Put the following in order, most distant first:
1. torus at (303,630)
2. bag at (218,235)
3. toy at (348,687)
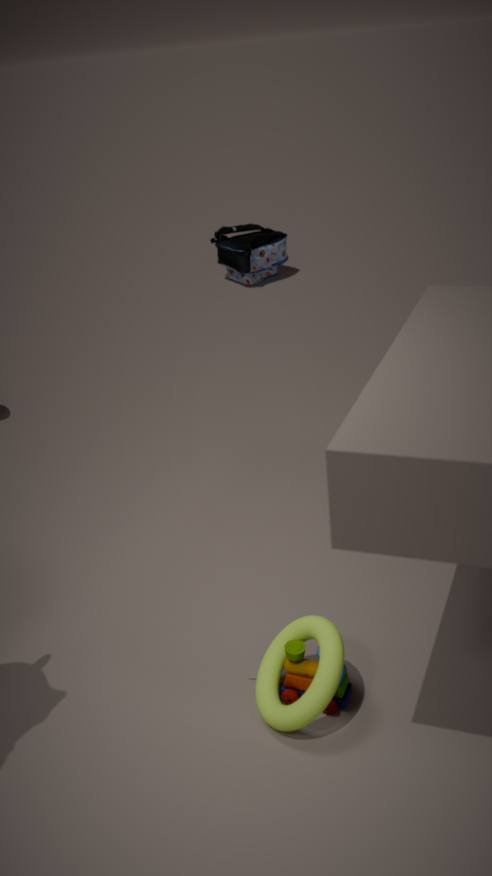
1. bag at (218,235)
2. toy at (348,687)
3. torus at (303,630)
